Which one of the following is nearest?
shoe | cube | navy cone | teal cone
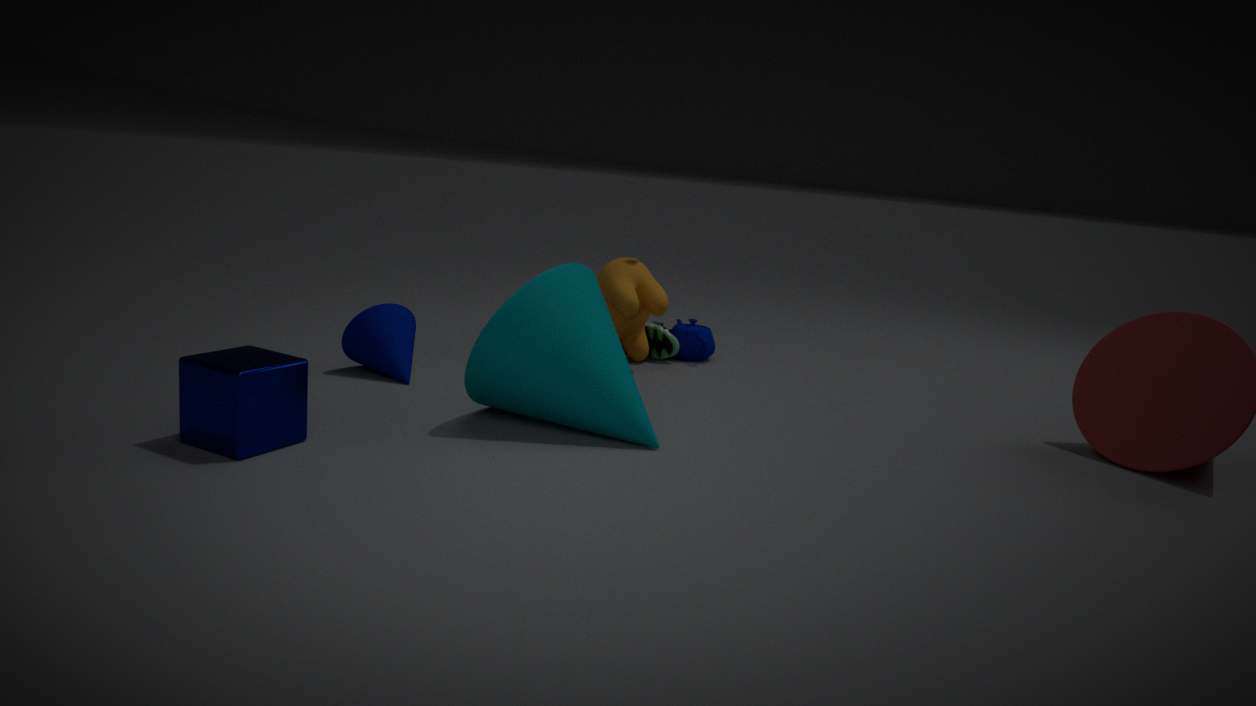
cube
